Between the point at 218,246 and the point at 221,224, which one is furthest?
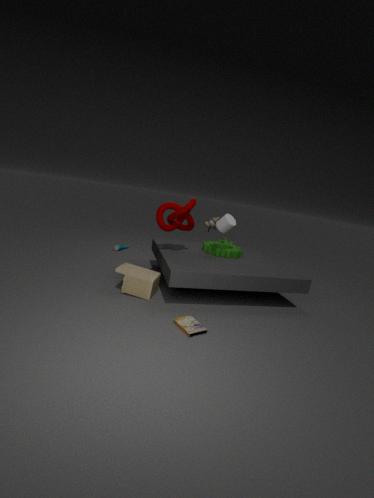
the point at 218,246
